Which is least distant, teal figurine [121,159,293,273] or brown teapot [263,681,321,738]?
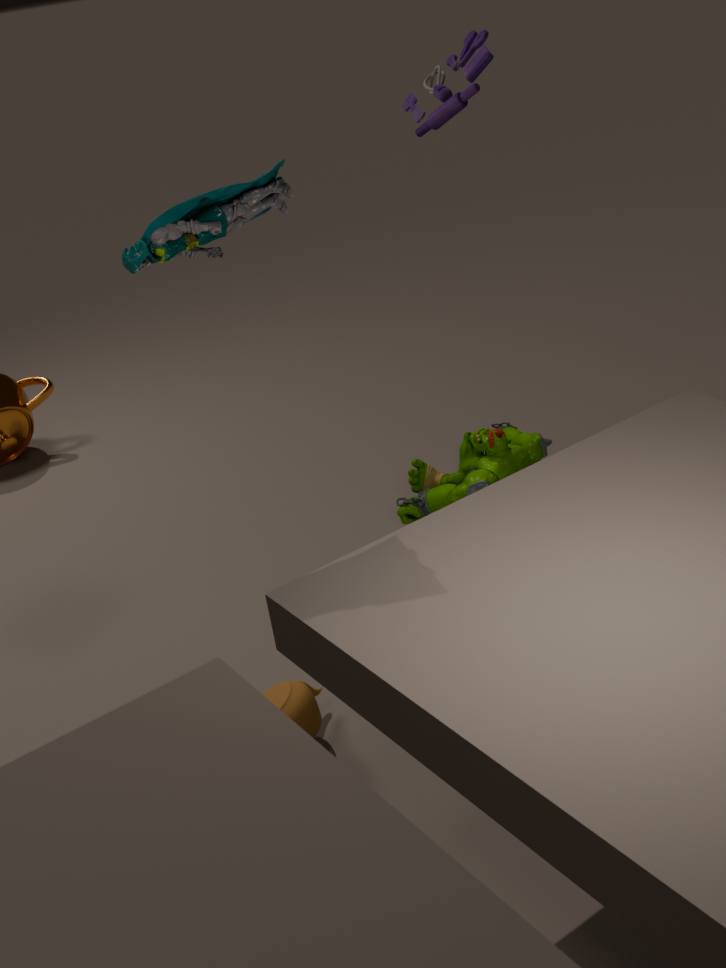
teal figurine [121,159,293,273]
